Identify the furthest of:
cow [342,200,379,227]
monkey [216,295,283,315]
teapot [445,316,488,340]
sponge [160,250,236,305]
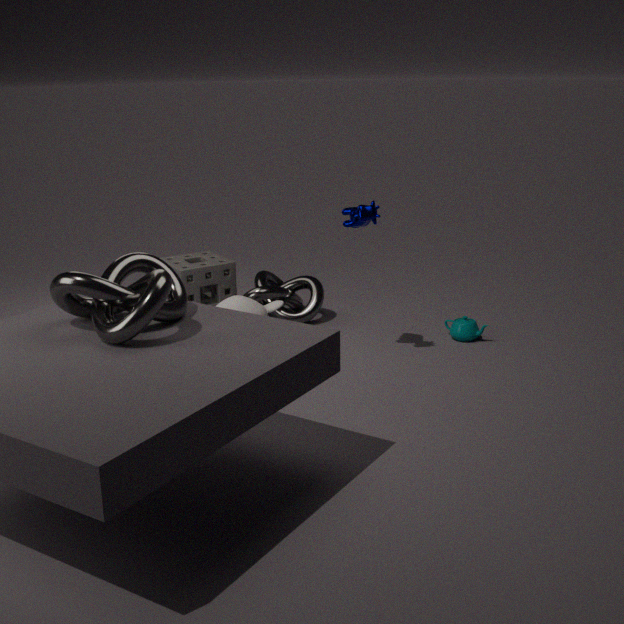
sponge [160,250,236,305]
